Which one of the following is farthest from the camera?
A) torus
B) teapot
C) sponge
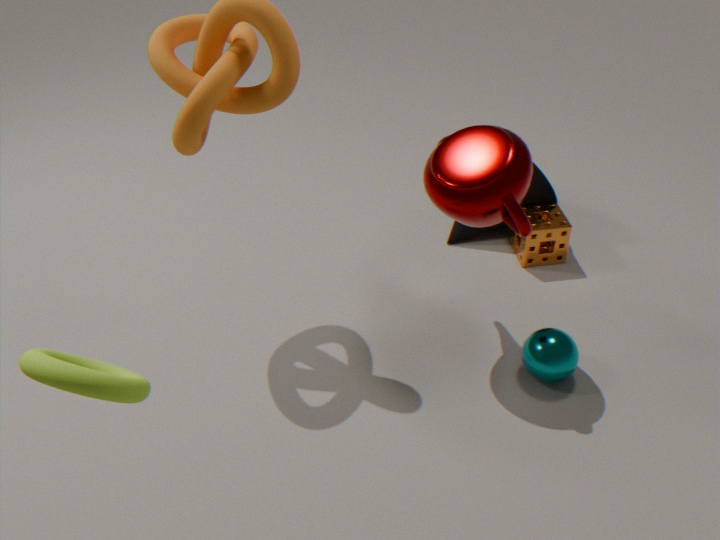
sponge
